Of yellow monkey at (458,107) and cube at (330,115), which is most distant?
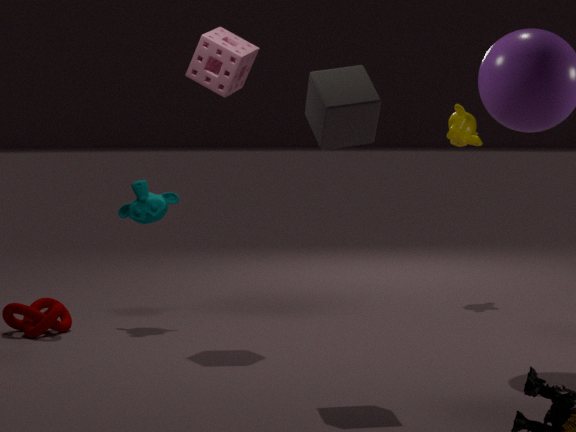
yellow monkey at (458,107)
